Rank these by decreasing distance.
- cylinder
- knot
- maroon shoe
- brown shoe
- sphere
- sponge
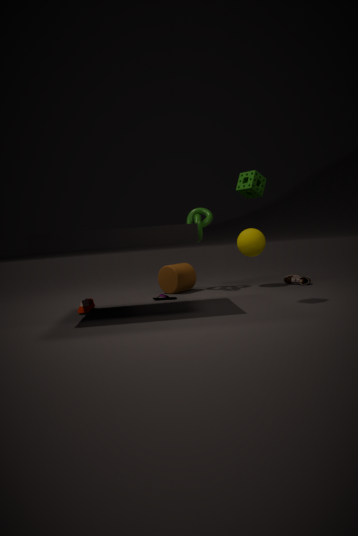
brown shoe
sphere
cylinder
knot
maroon shoe
sponge
